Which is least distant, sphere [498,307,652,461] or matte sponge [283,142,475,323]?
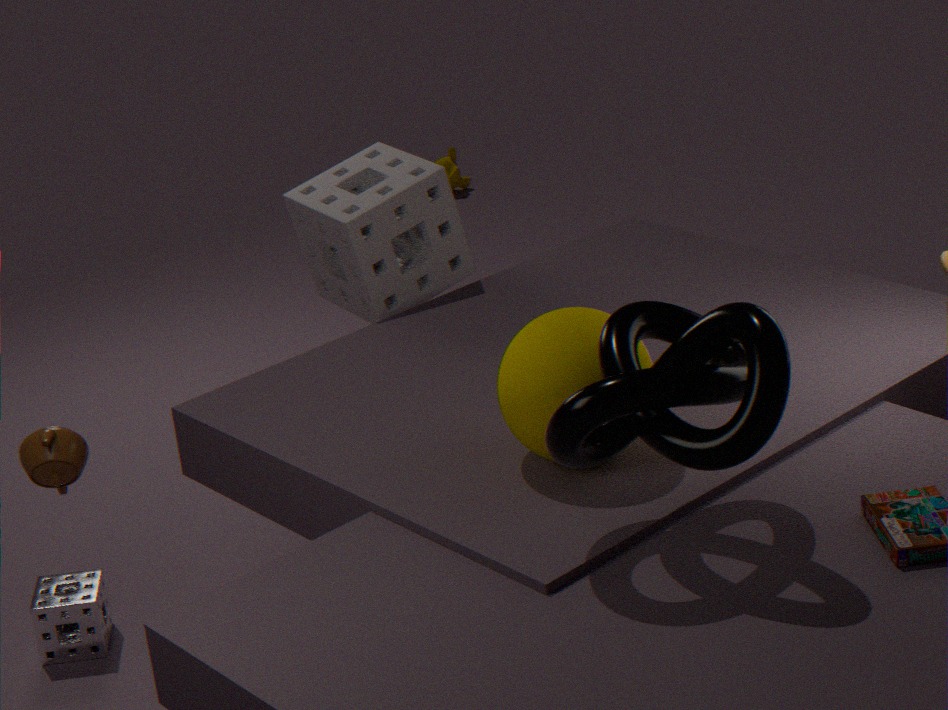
sphere [498,307,652,461]
